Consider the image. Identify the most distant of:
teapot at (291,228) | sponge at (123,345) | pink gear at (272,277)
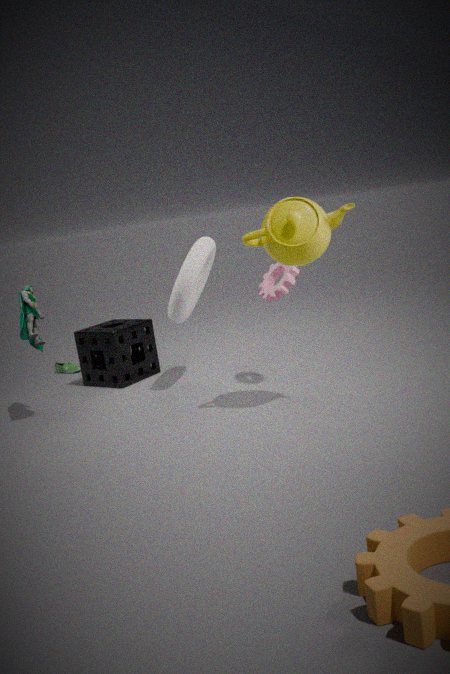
sponge at (123,345)
